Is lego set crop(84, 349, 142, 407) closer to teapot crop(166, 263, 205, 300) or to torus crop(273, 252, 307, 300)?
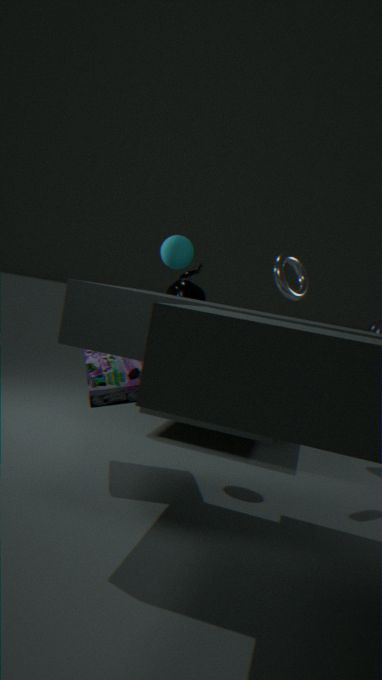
teapot crop(166, 263, 205, 300)
